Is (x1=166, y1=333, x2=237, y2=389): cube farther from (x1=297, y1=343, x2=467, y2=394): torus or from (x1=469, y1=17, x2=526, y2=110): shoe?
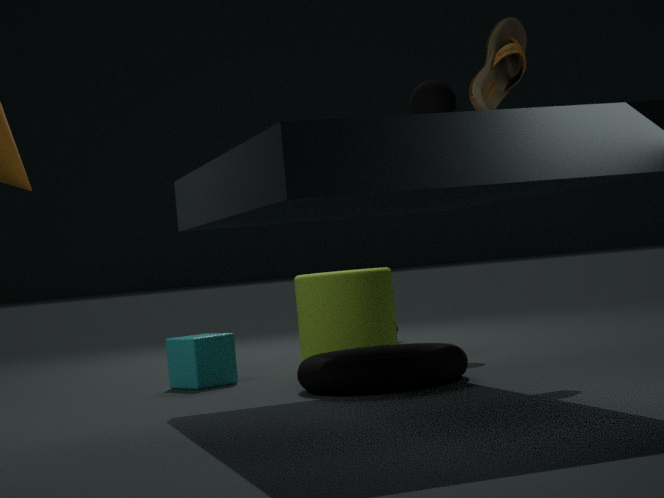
(x1=469, y1=17, x2=526, y2=110): shoe
